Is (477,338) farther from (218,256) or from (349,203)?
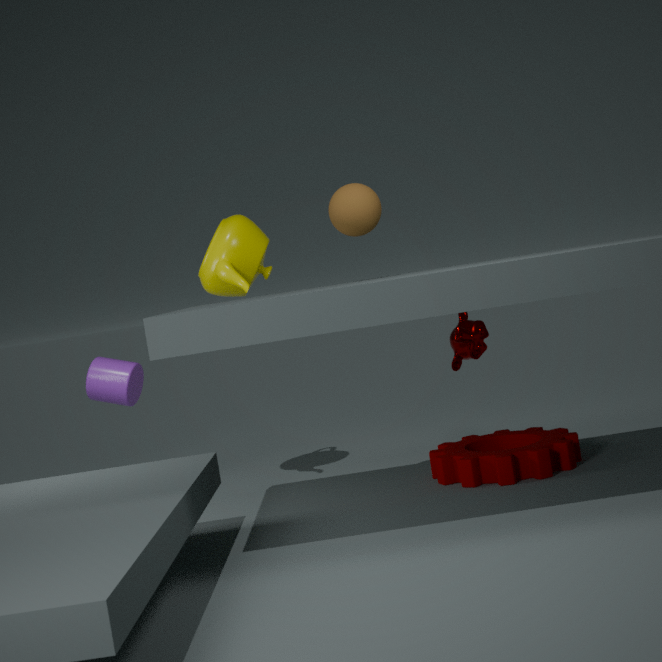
(218,256)
